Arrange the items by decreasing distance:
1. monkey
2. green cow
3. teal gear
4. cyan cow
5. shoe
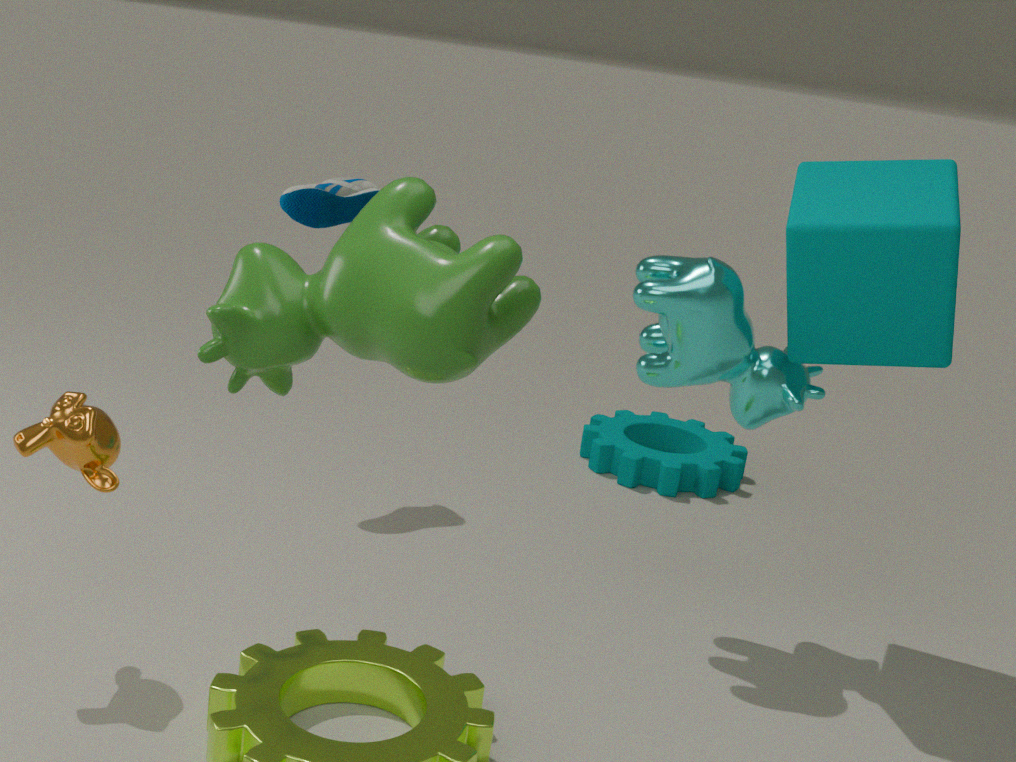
teal gear
shoe
cyan cow
monkey
green cow
